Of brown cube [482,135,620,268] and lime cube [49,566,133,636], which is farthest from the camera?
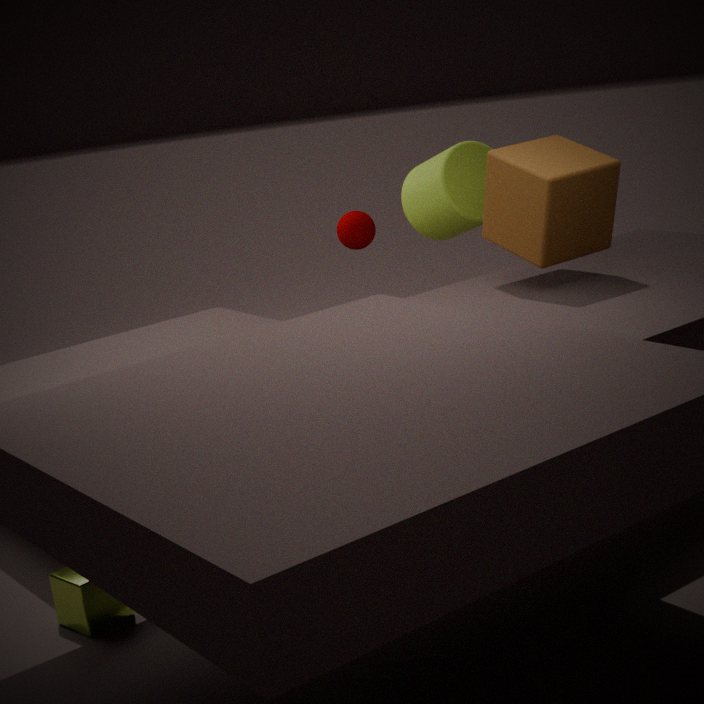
brown cube [482,135,620,268]
